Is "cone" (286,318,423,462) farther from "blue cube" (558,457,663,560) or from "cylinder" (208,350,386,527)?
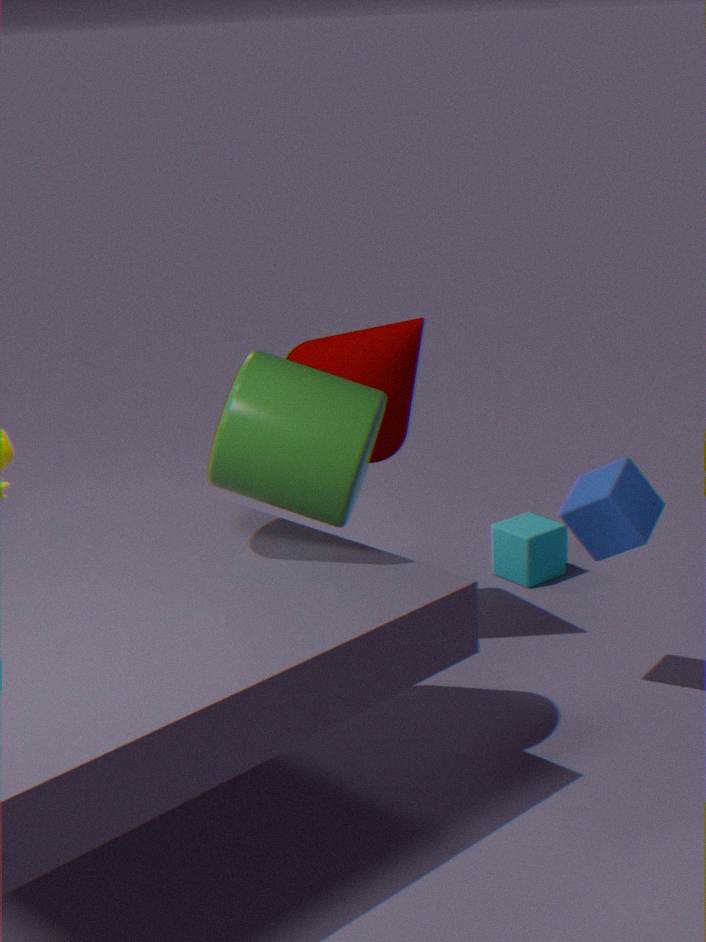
"blue cube" (558,457,663,560)
